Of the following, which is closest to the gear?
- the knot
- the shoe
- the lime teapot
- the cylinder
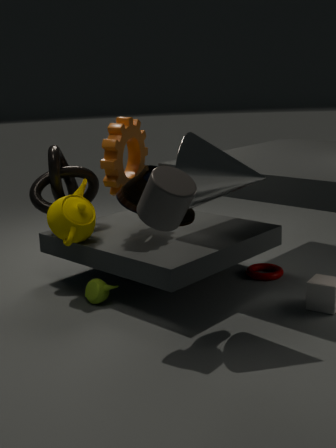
the knot
